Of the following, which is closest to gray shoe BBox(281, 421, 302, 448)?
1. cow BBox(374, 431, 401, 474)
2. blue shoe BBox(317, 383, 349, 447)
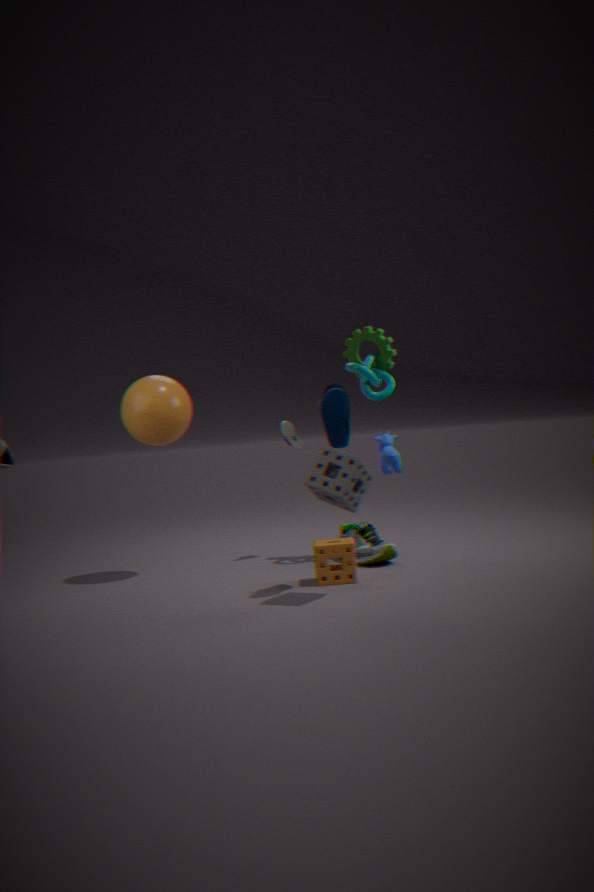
cow BBox(374, 431, 401, 474)
